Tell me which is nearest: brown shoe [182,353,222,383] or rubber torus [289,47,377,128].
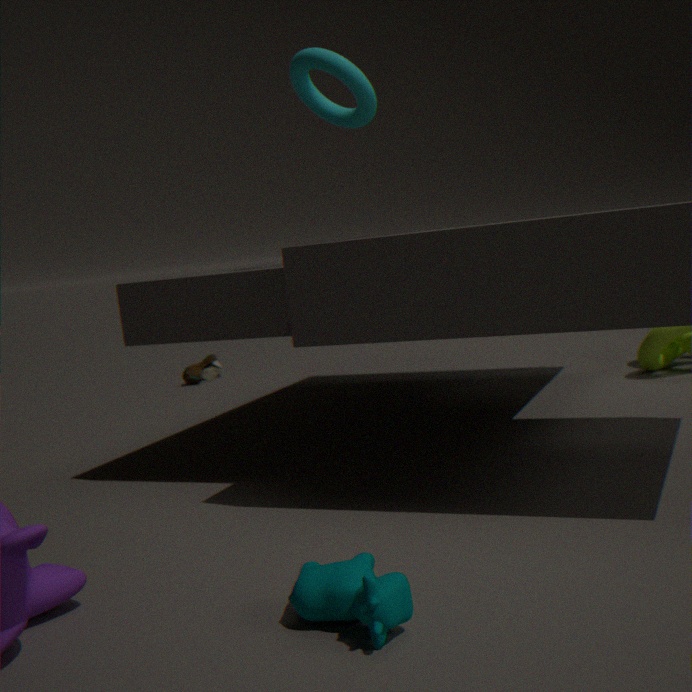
rubber torus [289,47,377,128]
